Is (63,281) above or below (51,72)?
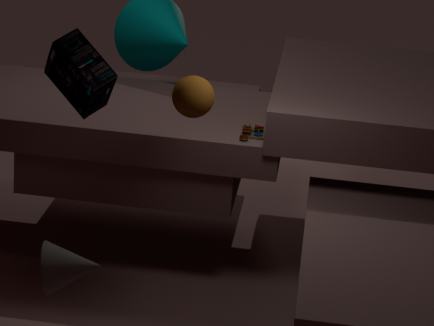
below
